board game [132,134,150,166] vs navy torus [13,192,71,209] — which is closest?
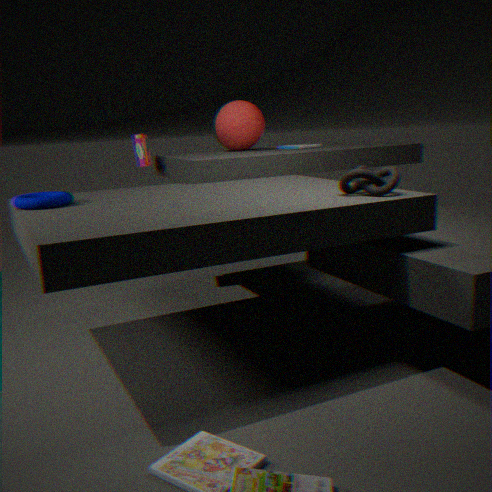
navy torus [13,192,71,209]
